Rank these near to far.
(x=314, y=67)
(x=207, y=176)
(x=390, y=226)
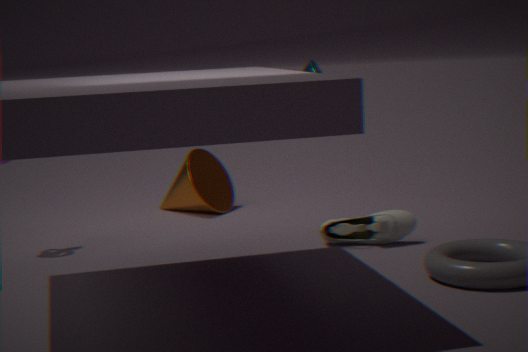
(x=390, y=226) < (x=314, y=67) < (x=207, y=176)
